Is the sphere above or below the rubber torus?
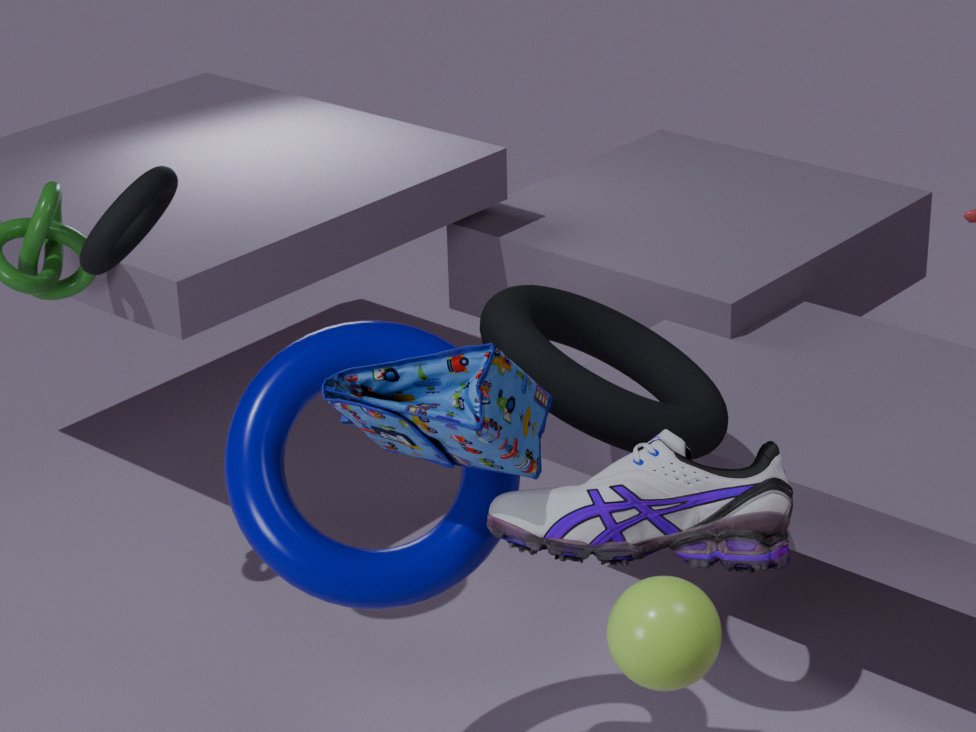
below
